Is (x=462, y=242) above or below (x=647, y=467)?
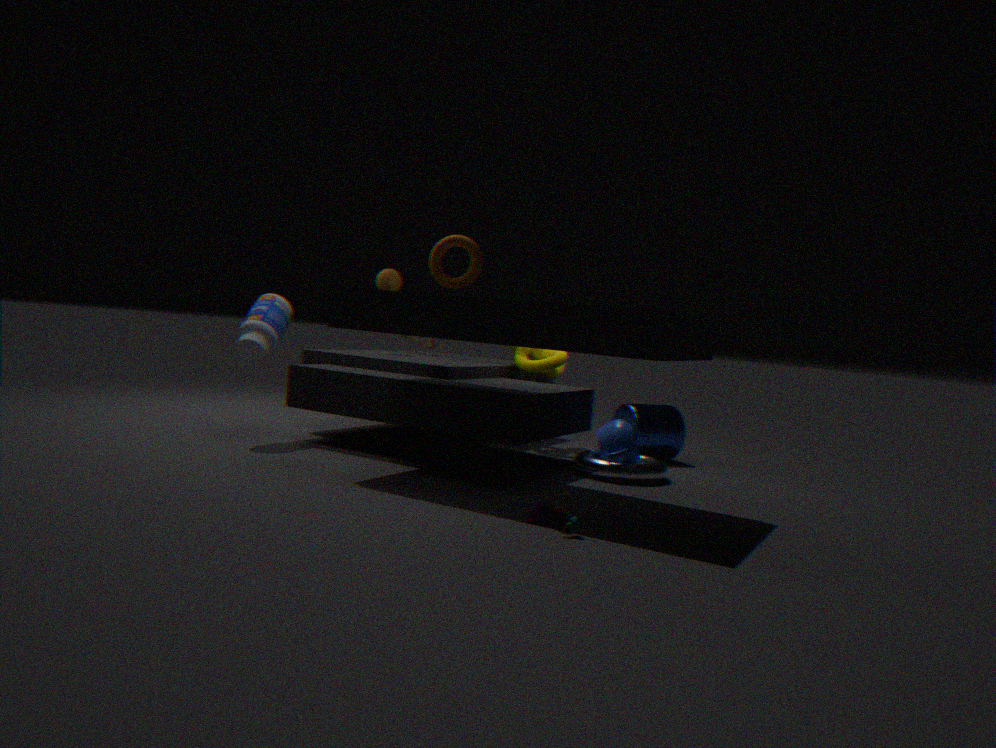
above
